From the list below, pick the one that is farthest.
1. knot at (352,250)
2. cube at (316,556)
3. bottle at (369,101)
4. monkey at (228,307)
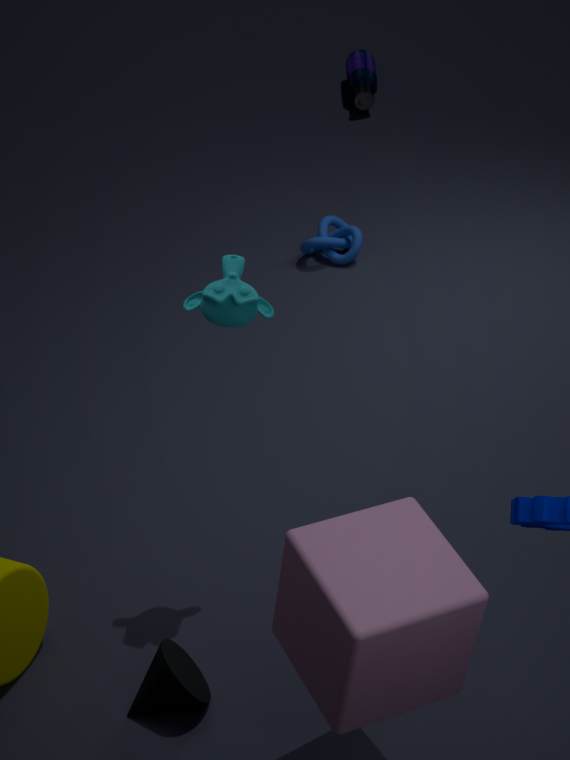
bottle at (369,101)
